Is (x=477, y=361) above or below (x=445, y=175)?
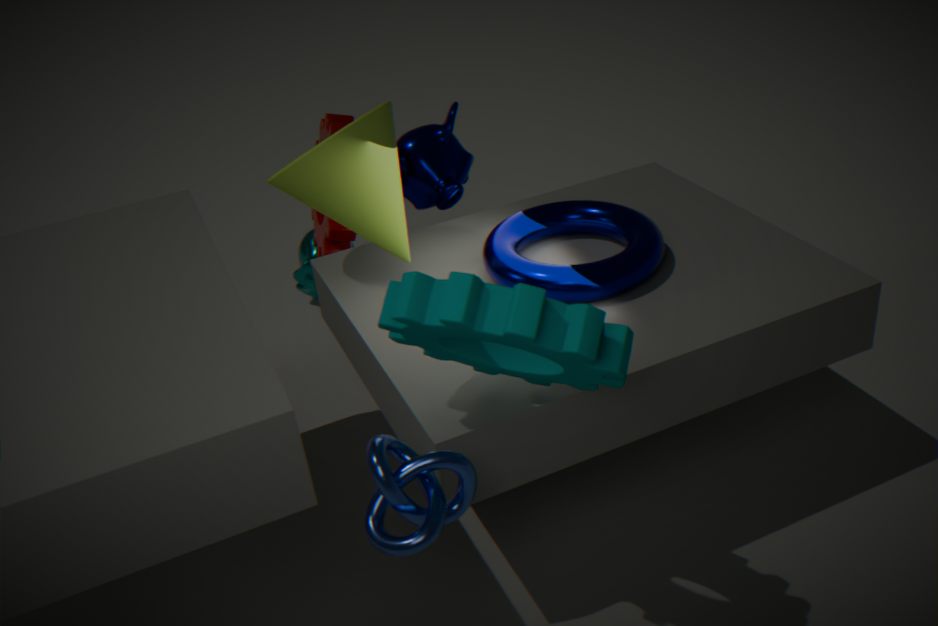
above
